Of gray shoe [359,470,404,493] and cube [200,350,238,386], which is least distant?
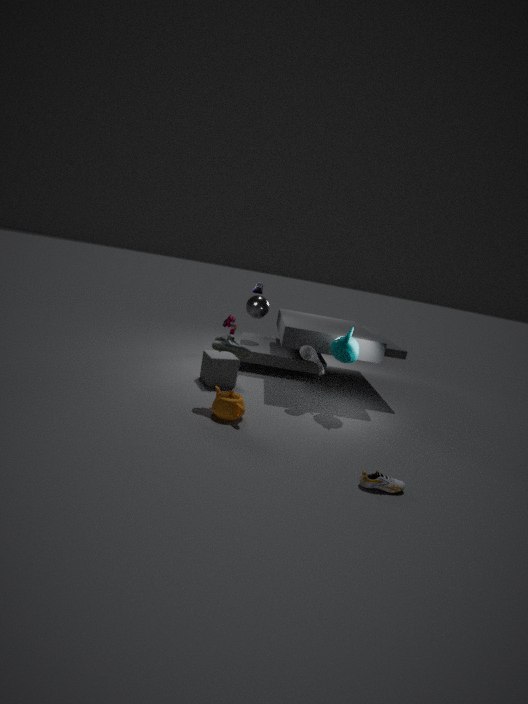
gray shoe [359,470,404,493]
